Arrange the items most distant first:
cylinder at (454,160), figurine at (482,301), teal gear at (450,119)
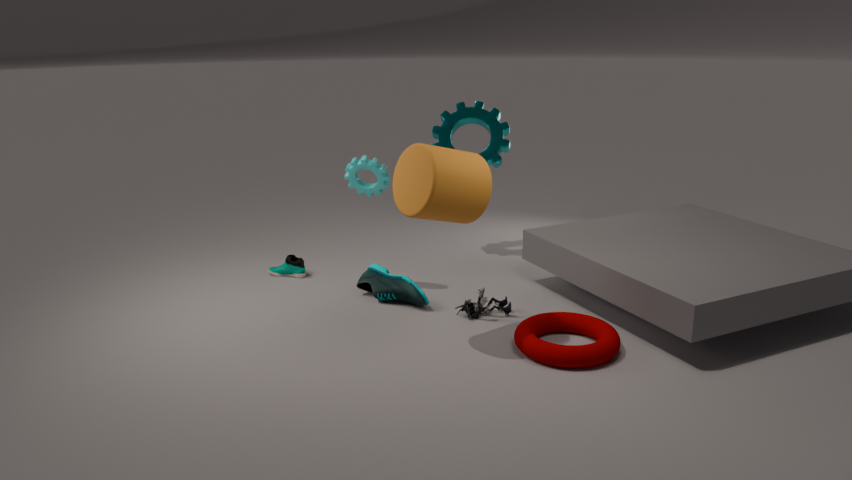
1. teal gear at (450,119)
2. figurine at (482,301)
3. cylinder at (454,160)
